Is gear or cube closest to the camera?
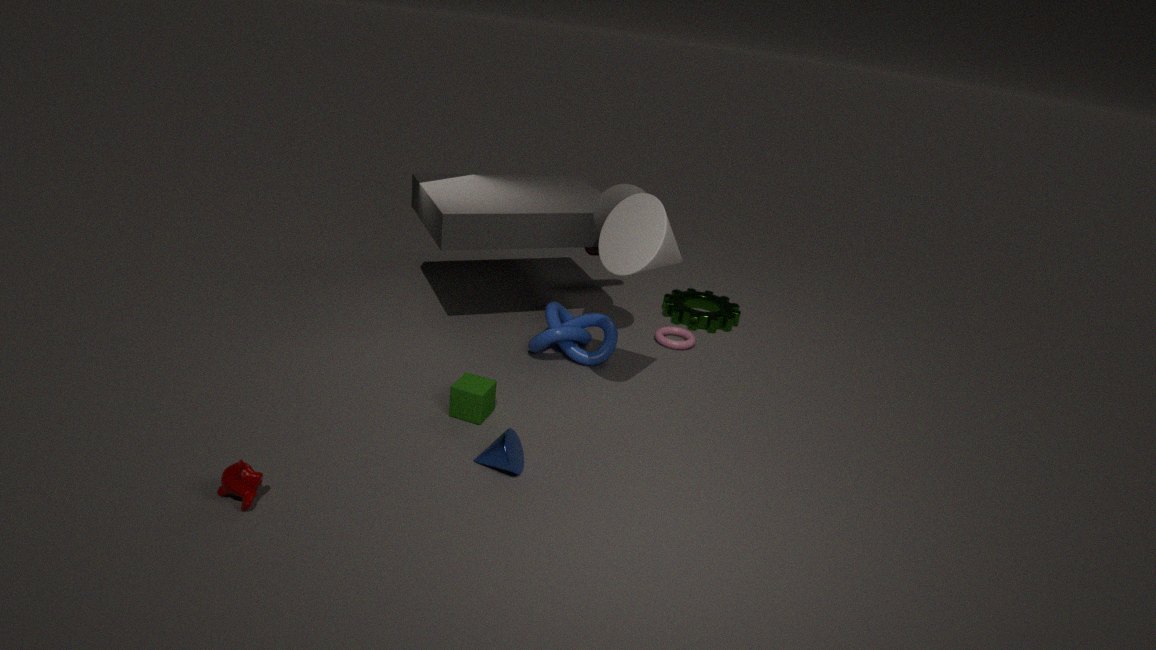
cube
